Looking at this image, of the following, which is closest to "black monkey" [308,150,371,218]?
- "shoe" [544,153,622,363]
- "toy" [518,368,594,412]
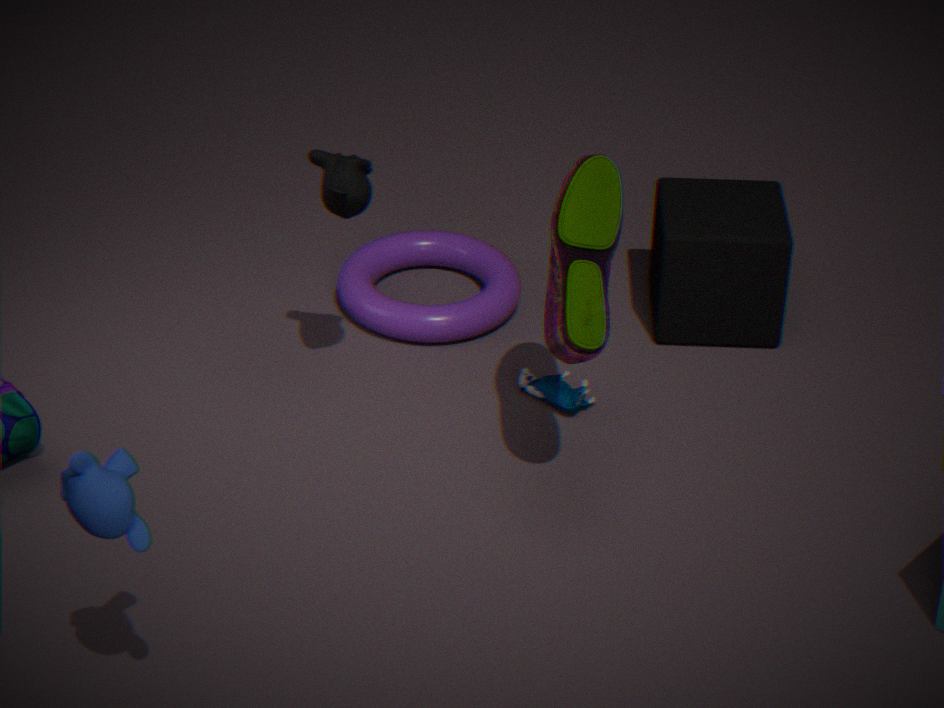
"shoe" [544,153,622,363]
